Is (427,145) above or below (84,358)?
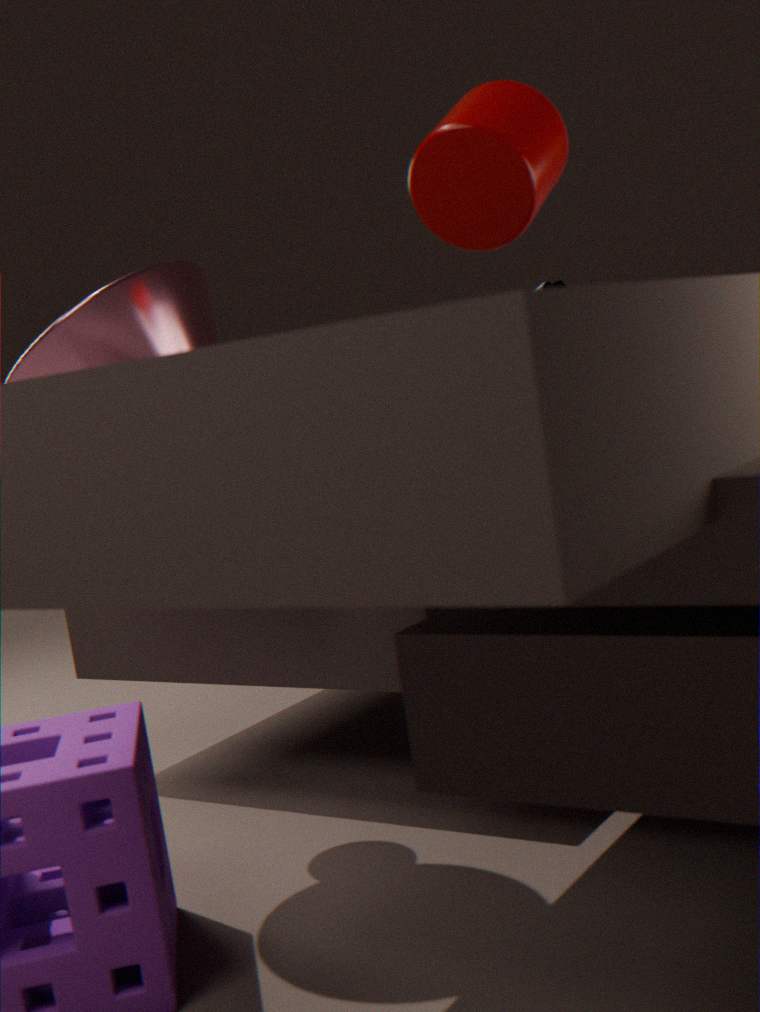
above
